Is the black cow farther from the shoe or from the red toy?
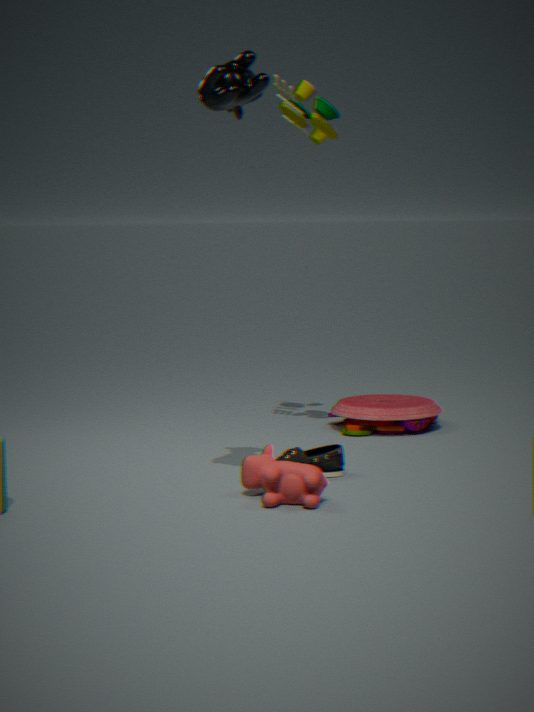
the red toy
